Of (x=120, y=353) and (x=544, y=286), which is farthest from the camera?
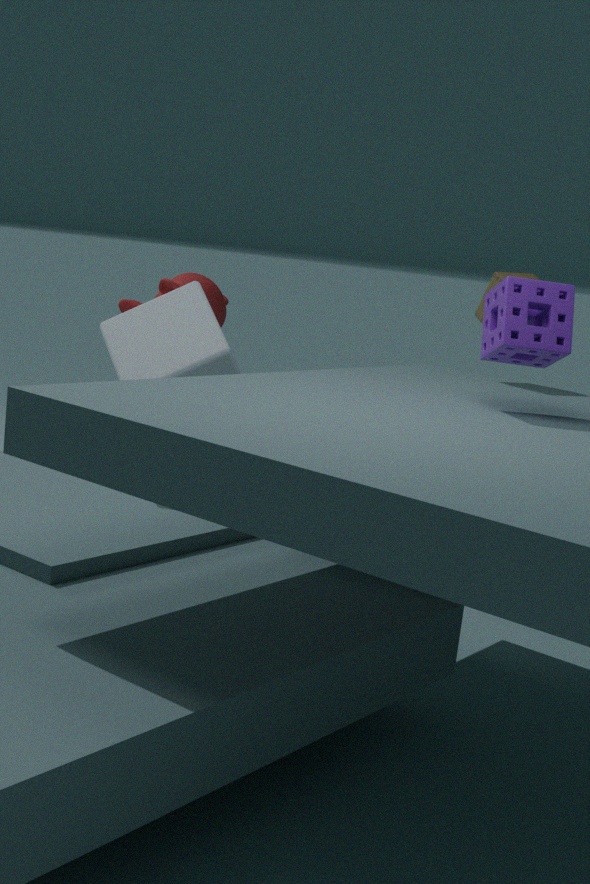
(x=120, y=353)
